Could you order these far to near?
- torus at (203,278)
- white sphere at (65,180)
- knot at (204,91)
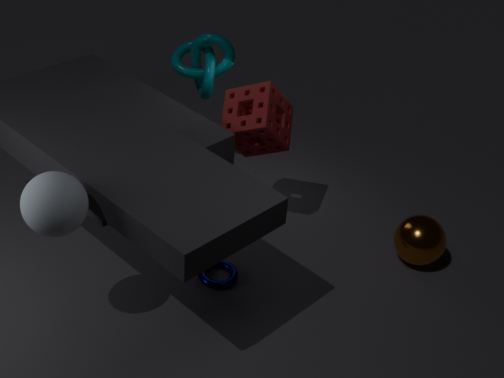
1. knot at (204,91)
2. torus at (203,278)
3. white sphere at (65,180)
